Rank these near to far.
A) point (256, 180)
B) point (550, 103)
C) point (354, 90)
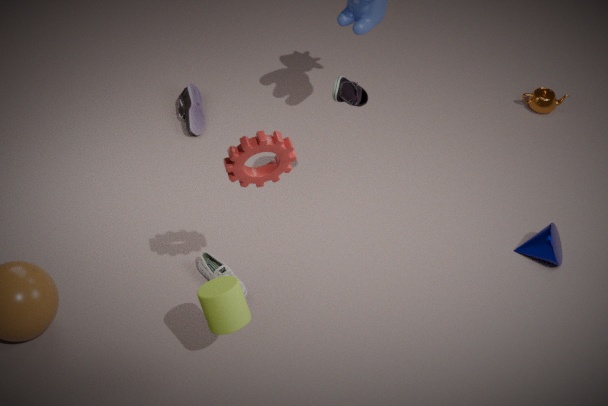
1. point (256, 180)
2. point (354, 90)
3. point (550, 103)
